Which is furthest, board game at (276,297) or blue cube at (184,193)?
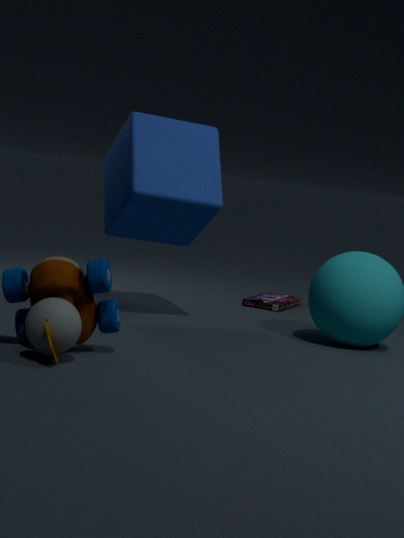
board game at (276,297)
